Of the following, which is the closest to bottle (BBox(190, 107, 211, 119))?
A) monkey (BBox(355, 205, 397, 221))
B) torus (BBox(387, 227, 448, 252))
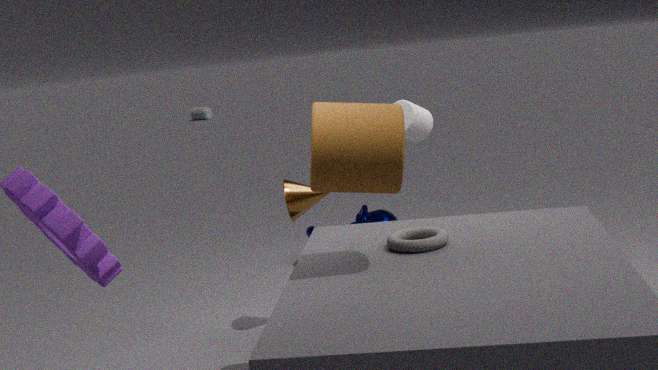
monkey (BBox(355, 205, 397, 221))
